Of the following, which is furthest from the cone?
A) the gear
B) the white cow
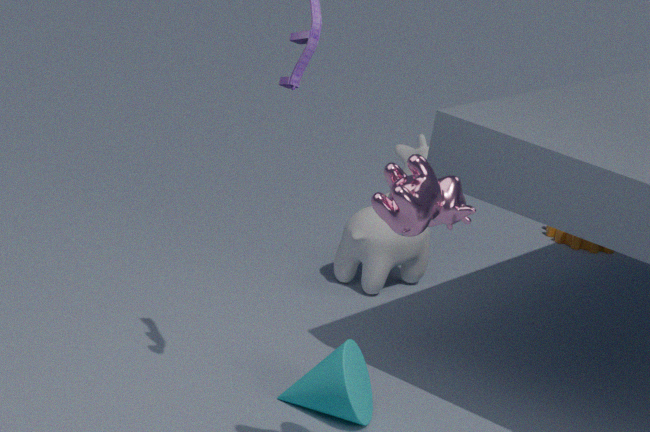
the gear
